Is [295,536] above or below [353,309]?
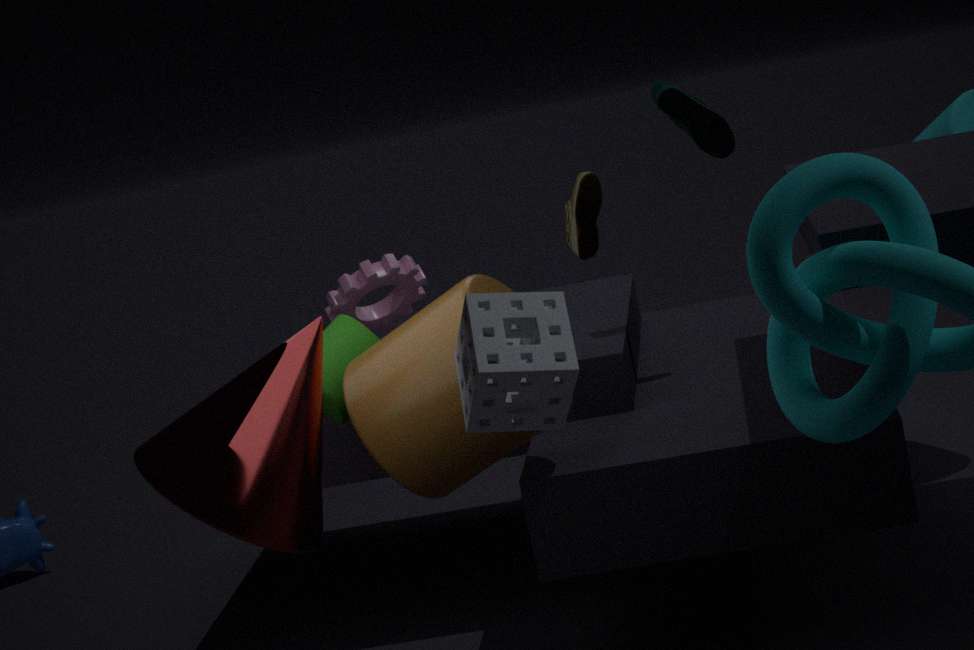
below
